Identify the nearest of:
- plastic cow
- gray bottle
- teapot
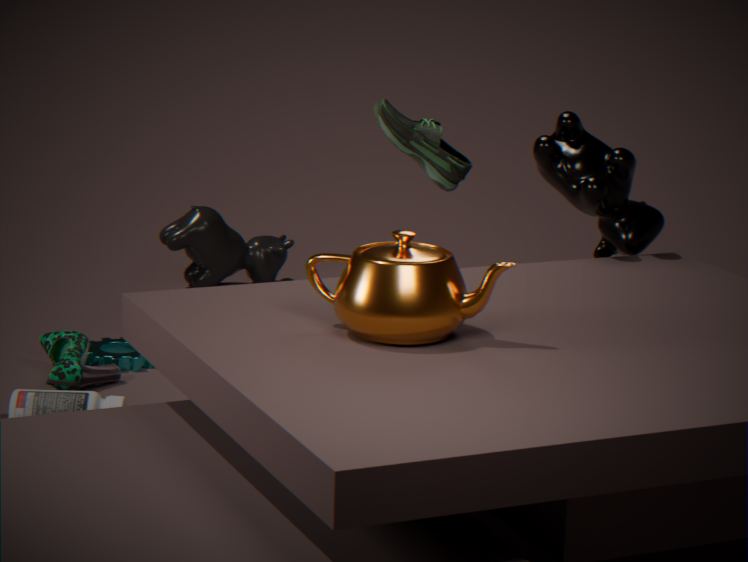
teapot
